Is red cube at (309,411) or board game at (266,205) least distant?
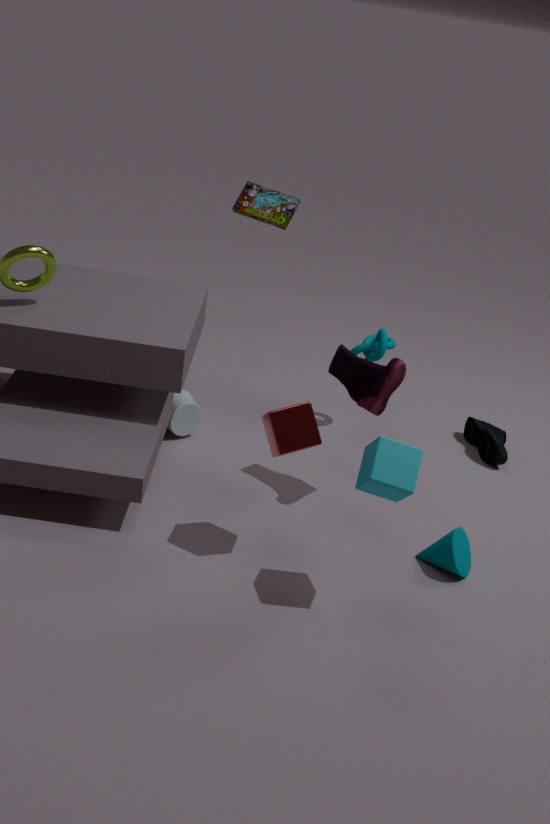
red cube at (309,411)
